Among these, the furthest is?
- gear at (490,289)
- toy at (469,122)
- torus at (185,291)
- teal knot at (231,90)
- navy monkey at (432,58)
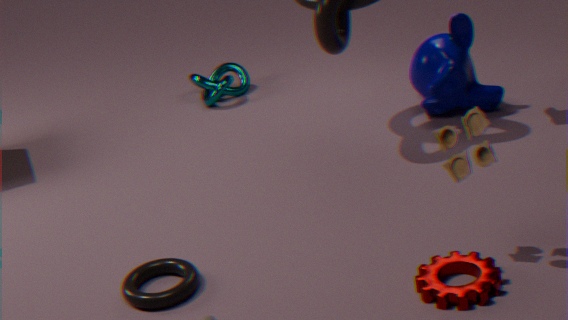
teal knot at (231,90)
